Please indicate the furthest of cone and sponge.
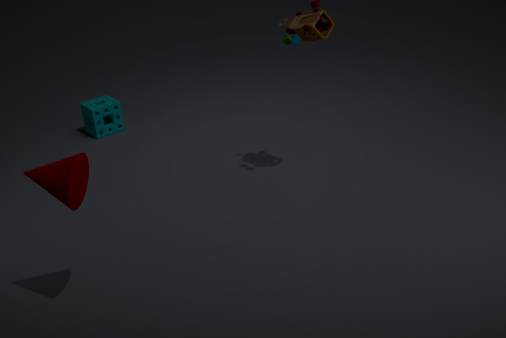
sponge
